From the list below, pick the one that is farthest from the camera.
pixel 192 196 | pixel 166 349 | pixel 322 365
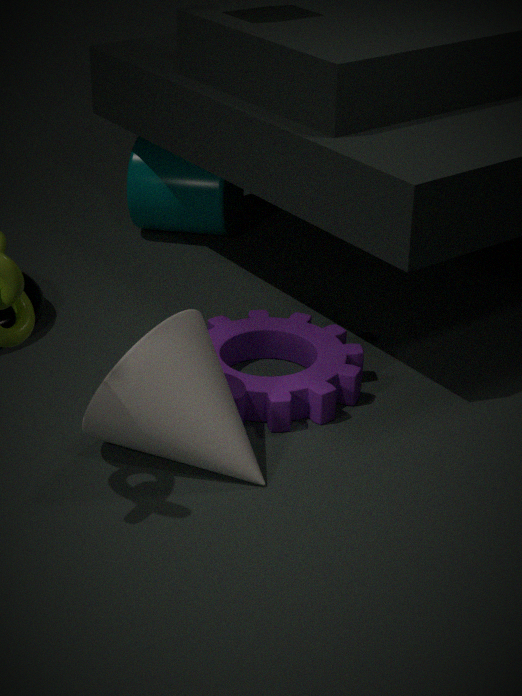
pixel 192 196
